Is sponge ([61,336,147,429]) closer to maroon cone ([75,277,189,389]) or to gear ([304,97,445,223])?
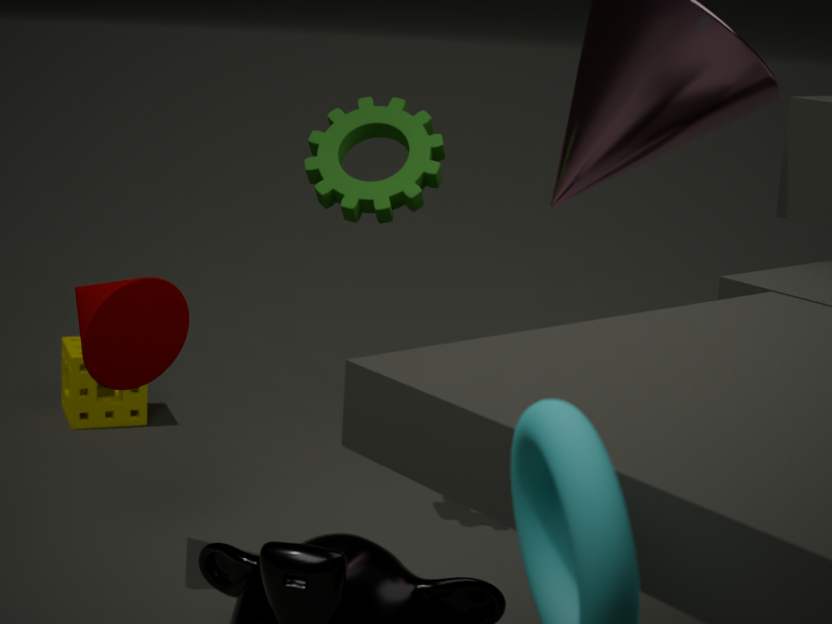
maroon cone ([75,277,189,389])
